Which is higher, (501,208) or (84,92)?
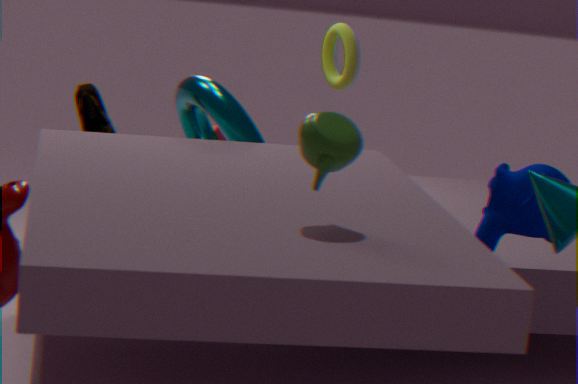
(84,92)
